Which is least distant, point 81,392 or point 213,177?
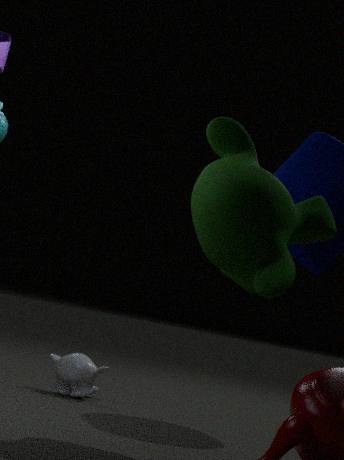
point 213,177
